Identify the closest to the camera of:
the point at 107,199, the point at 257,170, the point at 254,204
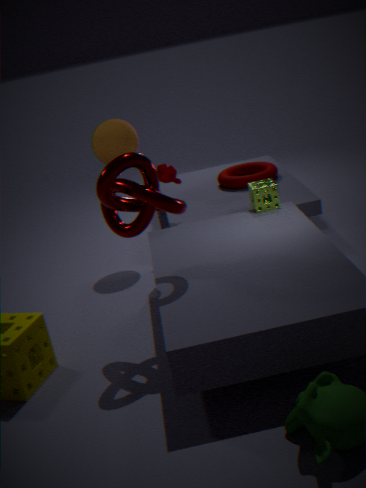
Result: the point at 107,199
